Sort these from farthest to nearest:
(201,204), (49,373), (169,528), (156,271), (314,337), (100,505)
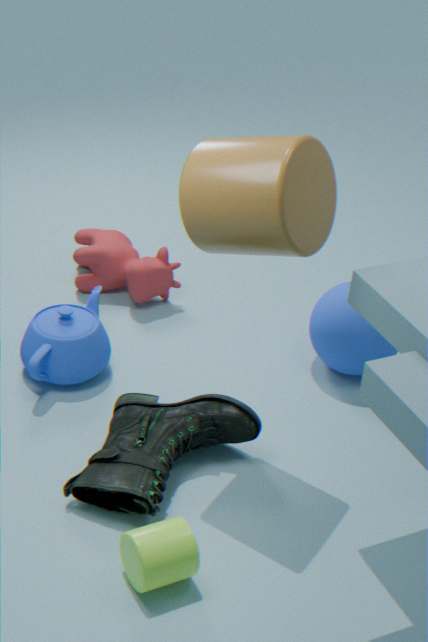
(156,271), (314,337), (49,373), (100,505), (201,204), (169,528)
